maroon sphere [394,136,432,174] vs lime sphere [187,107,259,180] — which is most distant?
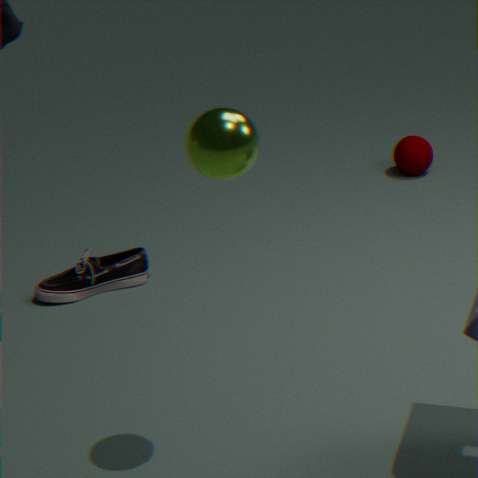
maroon sphere [394,136,432,174]
